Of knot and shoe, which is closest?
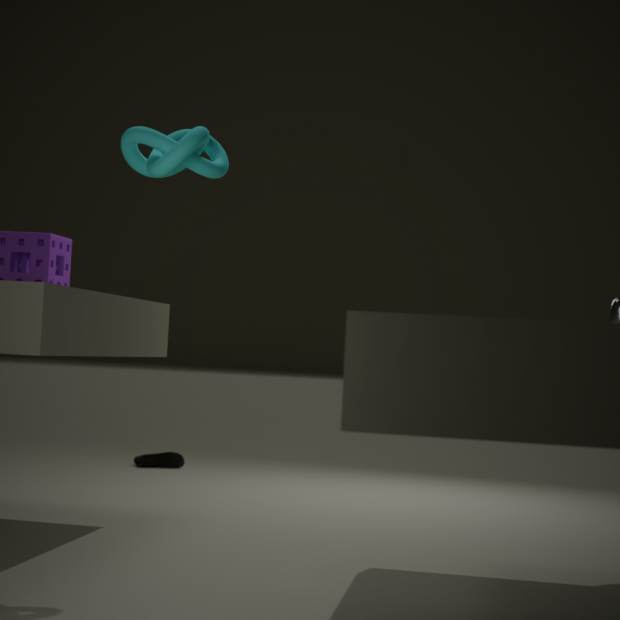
knot
